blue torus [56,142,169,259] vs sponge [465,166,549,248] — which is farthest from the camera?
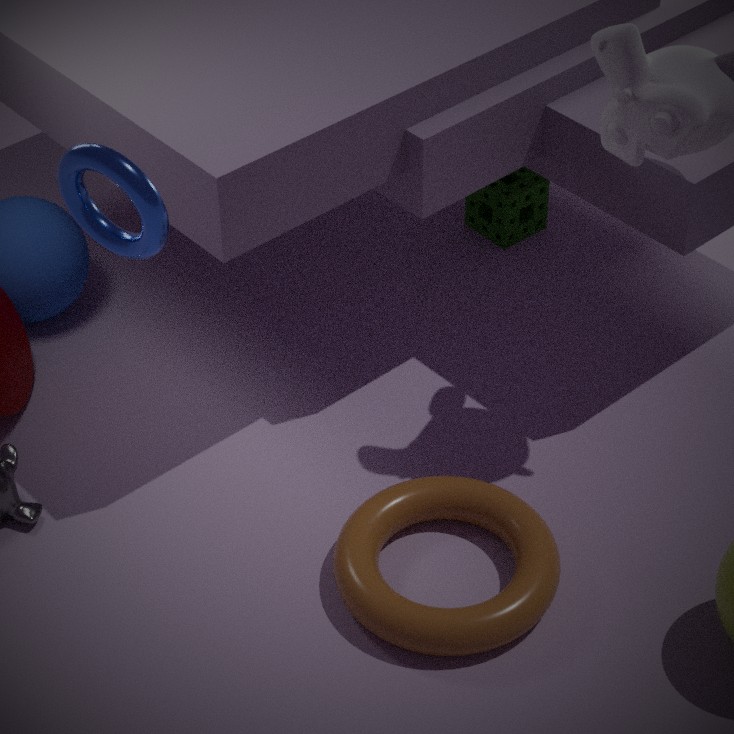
sponge [465,166,549,248]
